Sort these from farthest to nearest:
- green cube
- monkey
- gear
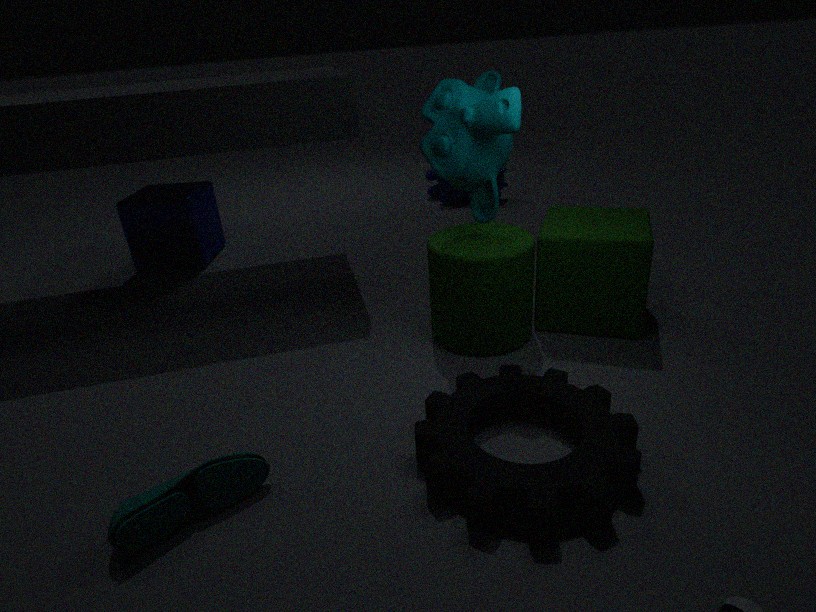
green cube, monkey, gear
